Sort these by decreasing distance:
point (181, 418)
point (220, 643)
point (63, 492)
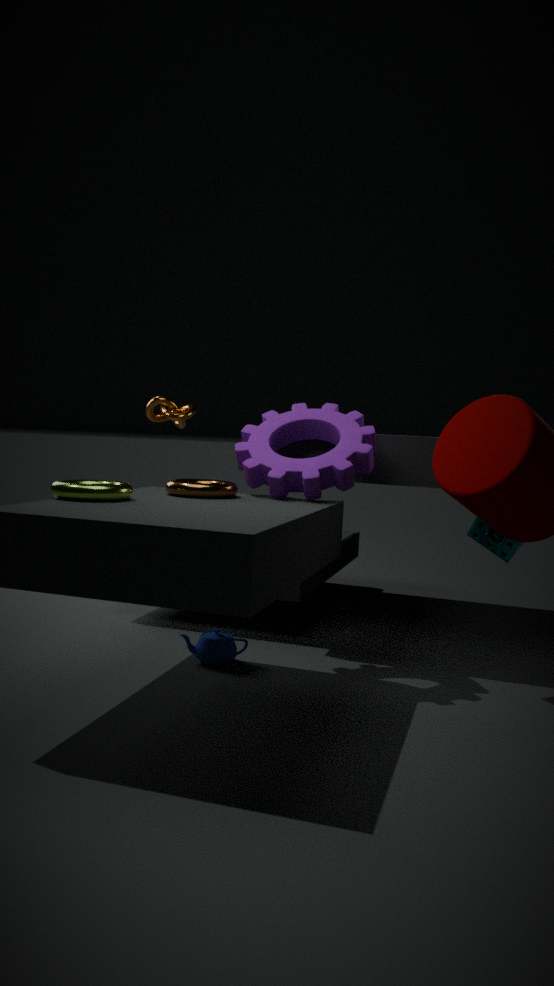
point (181, 418), point (220, 643), point (63, 492)
